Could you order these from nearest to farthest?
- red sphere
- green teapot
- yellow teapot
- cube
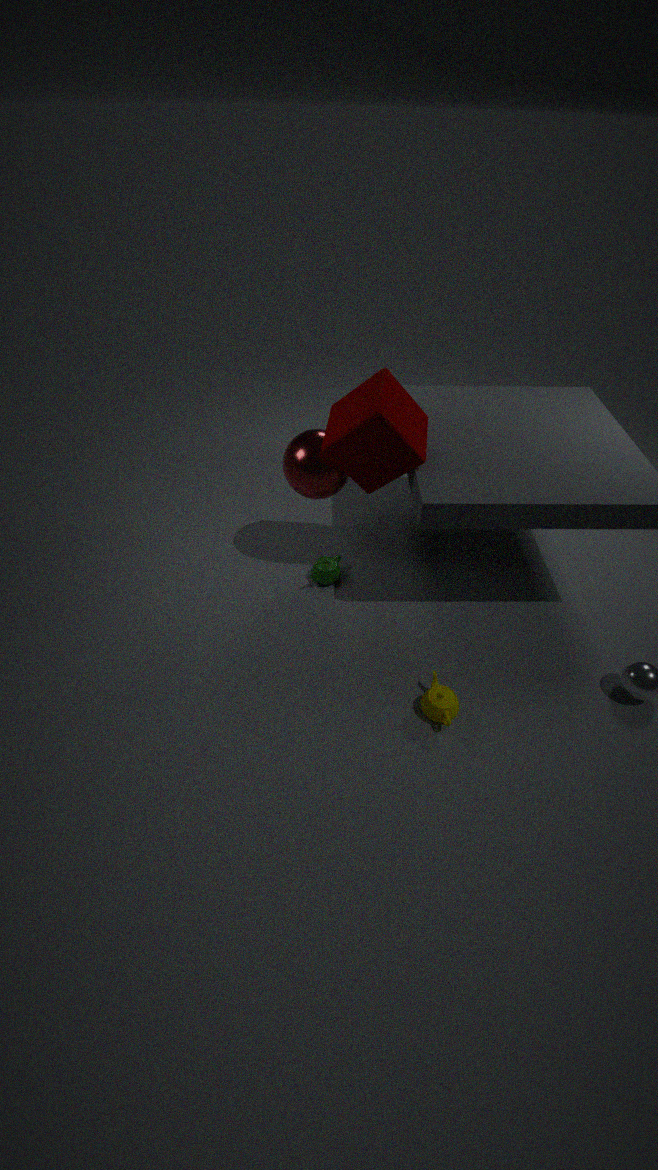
yellow teapot < cube < red sphere < green teapot
